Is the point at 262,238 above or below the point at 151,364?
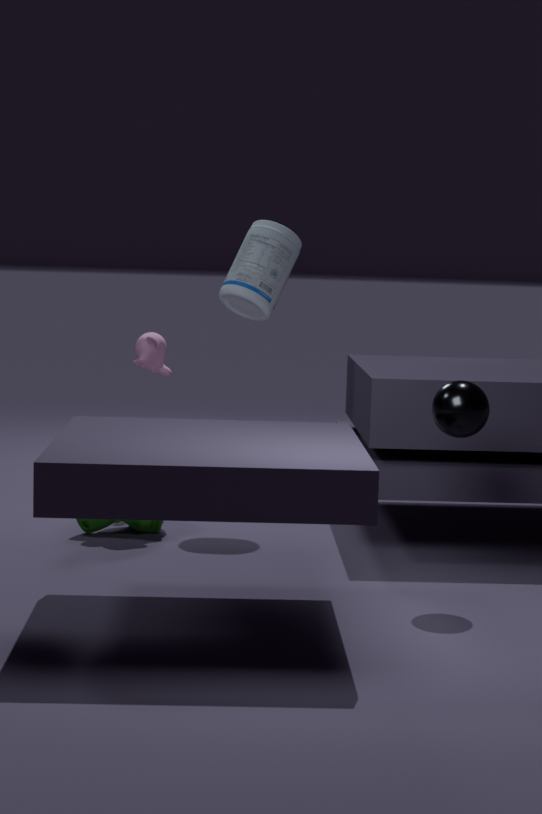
above
